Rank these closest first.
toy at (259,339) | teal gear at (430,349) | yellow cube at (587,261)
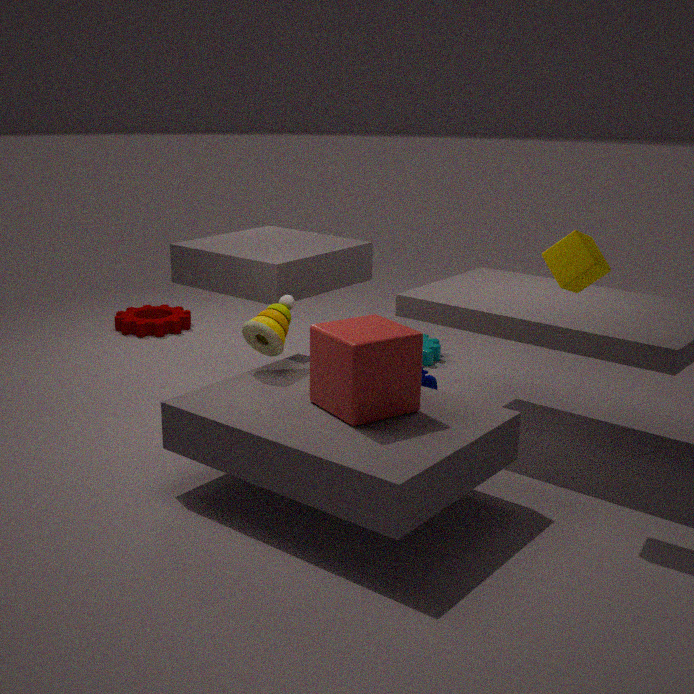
yellow cube at (587,261), toy at (259,339), teal gear at (430,349)
